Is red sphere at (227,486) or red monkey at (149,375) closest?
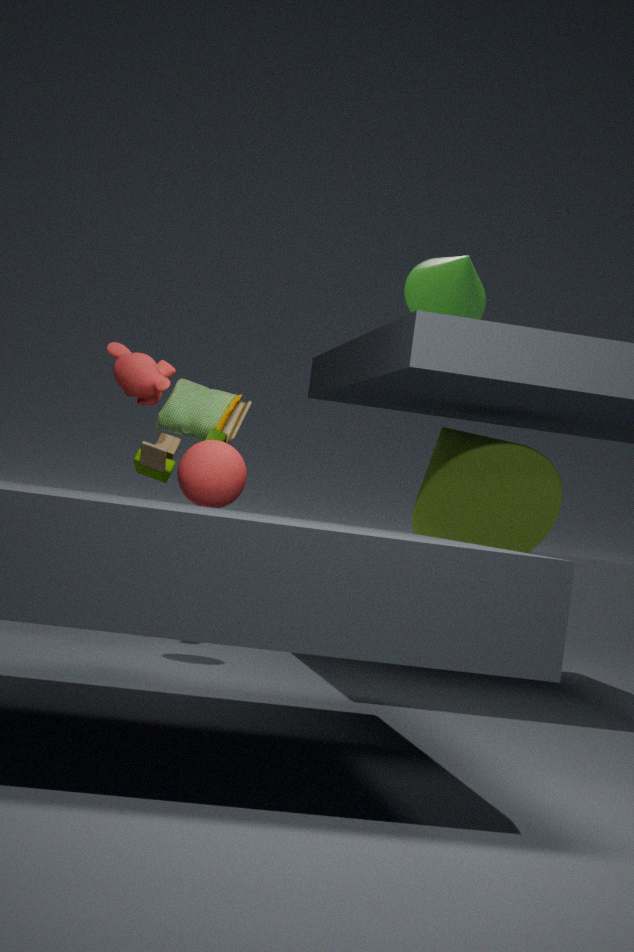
red sphere at (227,486)
